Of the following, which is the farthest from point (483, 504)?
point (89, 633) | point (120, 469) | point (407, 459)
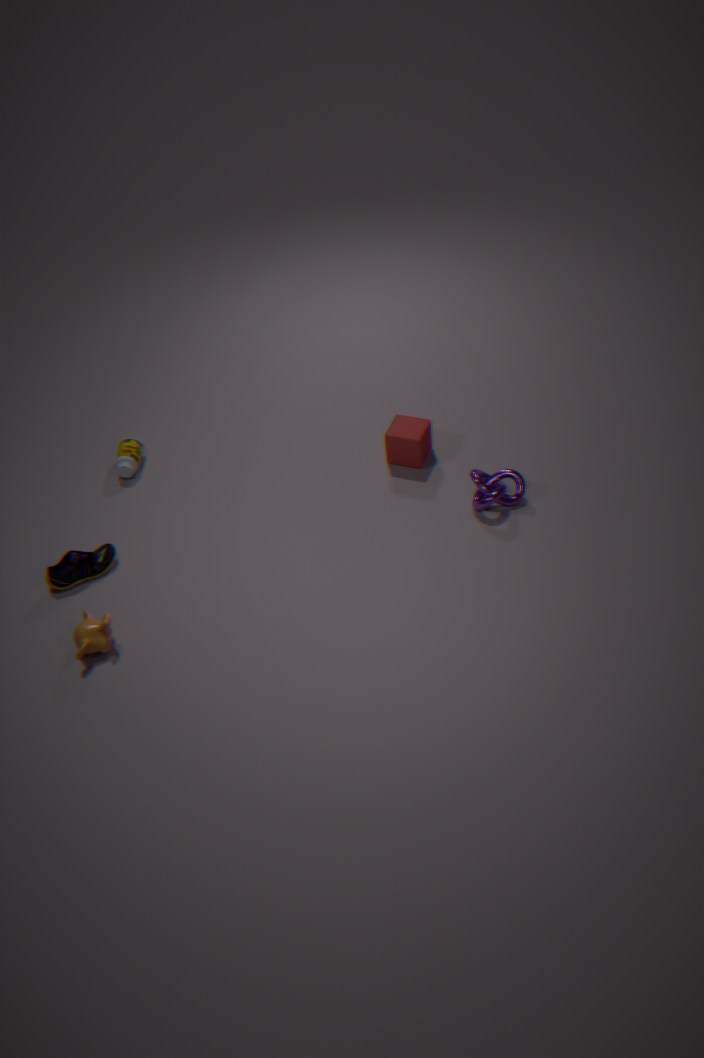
point (89, 633)
